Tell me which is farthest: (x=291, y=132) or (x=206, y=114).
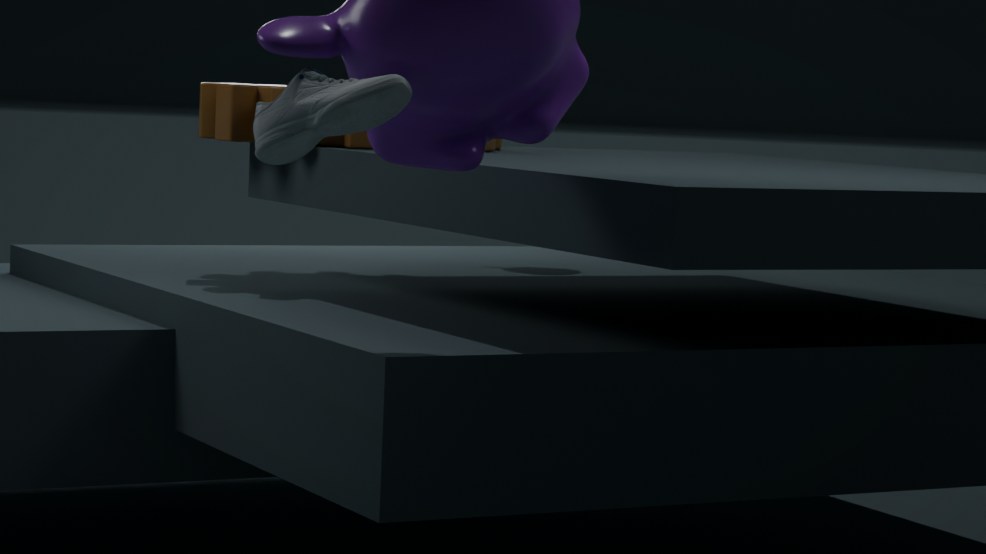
(x=206, y=114)
